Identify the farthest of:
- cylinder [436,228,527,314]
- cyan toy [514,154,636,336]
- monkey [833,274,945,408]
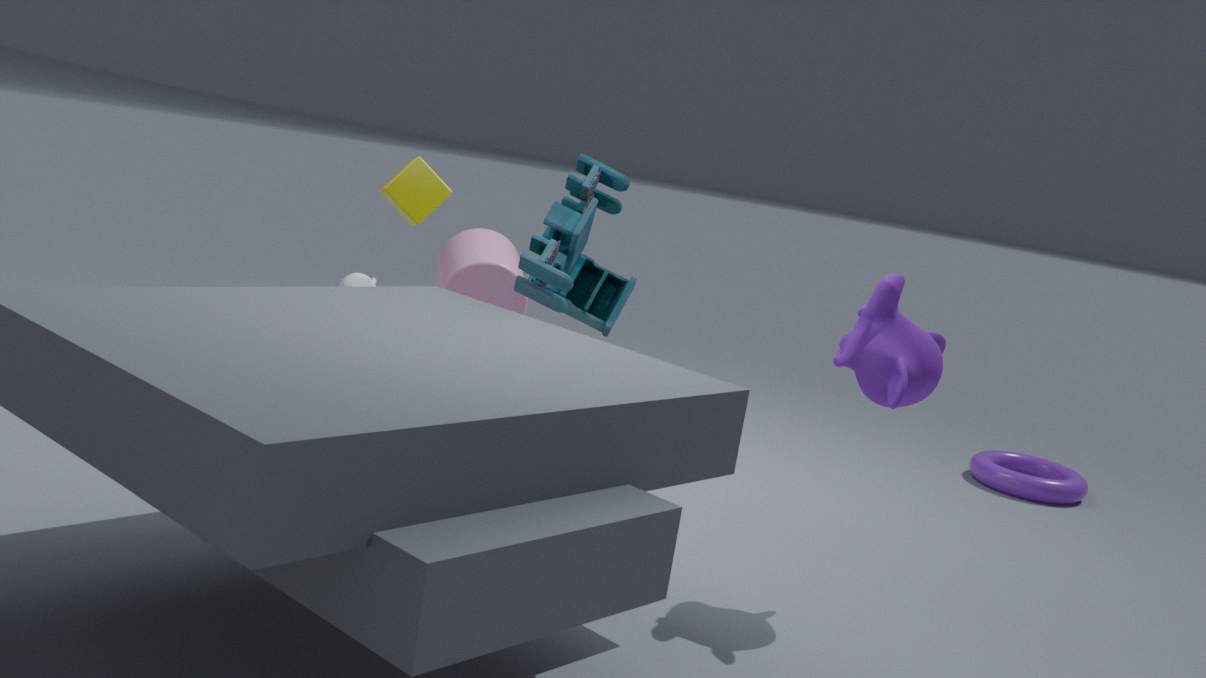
cylinder [436,228,527,314]
